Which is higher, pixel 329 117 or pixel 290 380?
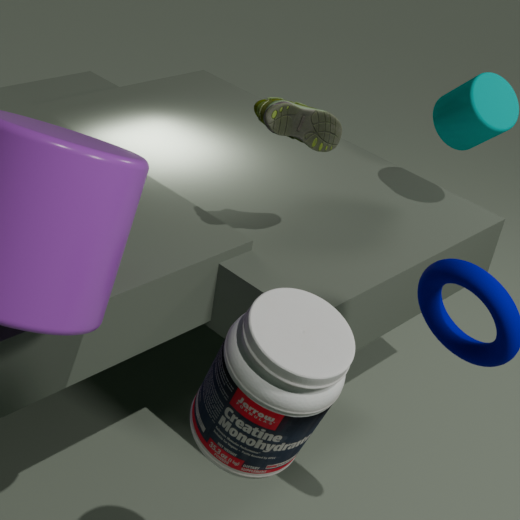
pixel 329 117
